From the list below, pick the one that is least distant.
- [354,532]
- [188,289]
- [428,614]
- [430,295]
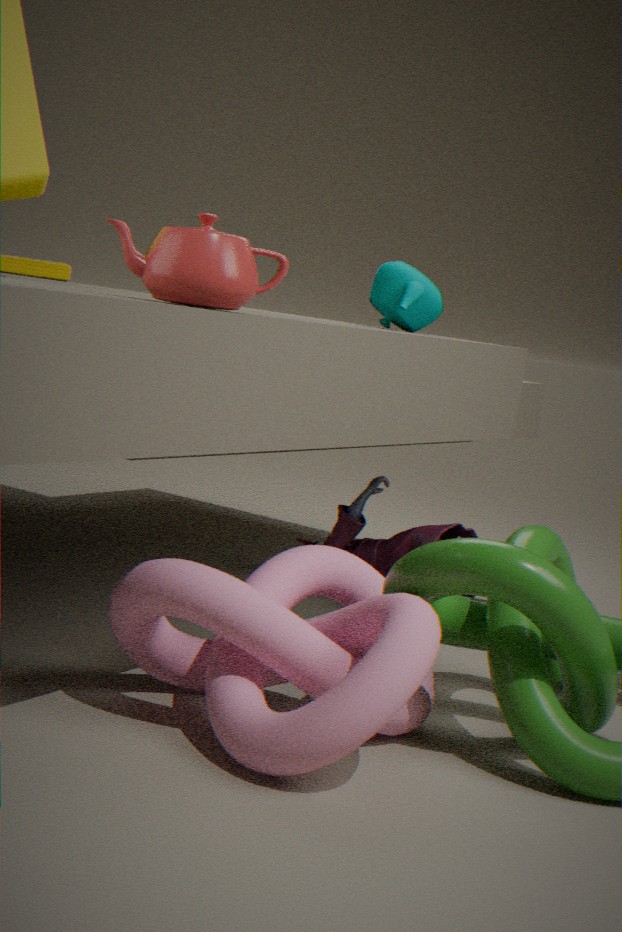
[188,289]
